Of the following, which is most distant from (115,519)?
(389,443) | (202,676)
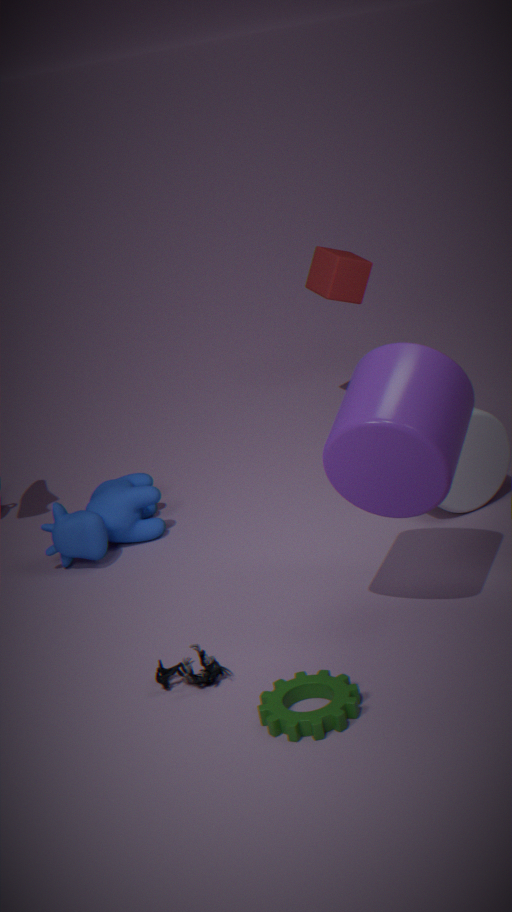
(389,443)
